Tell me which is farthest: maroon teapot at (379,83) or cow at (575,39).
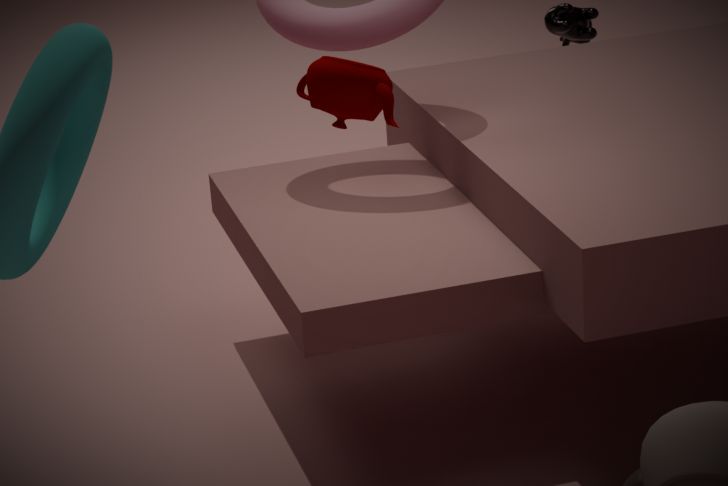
cow at (575,39)
